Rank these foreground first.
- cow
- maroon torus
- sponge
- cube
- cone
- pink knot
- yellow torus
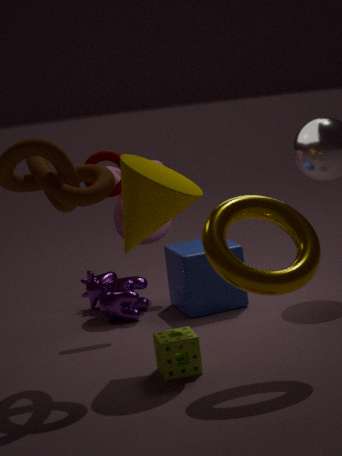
1. yellow torus
2. cone
3. sponge
4. maroon torus
5. cube
6. cow
7. pink knot
